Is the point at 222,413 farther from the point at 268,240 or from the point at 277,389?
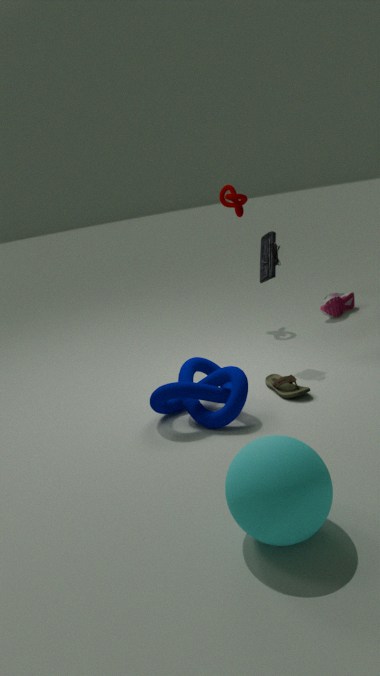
the point at 268,240
